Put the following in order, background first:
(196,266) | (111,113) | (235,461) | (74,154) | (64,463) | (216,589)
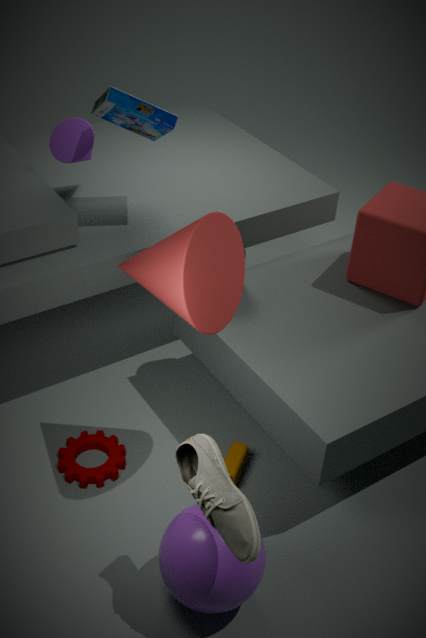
(74,154) < (111,113) < (64,463) < (235,461) < (196,266) < (216,589)
